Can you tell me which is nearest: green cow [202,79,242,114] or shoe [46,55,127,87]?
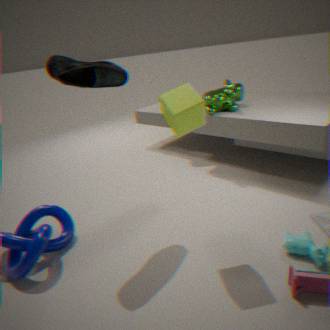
shoe [46,55,127,87]
